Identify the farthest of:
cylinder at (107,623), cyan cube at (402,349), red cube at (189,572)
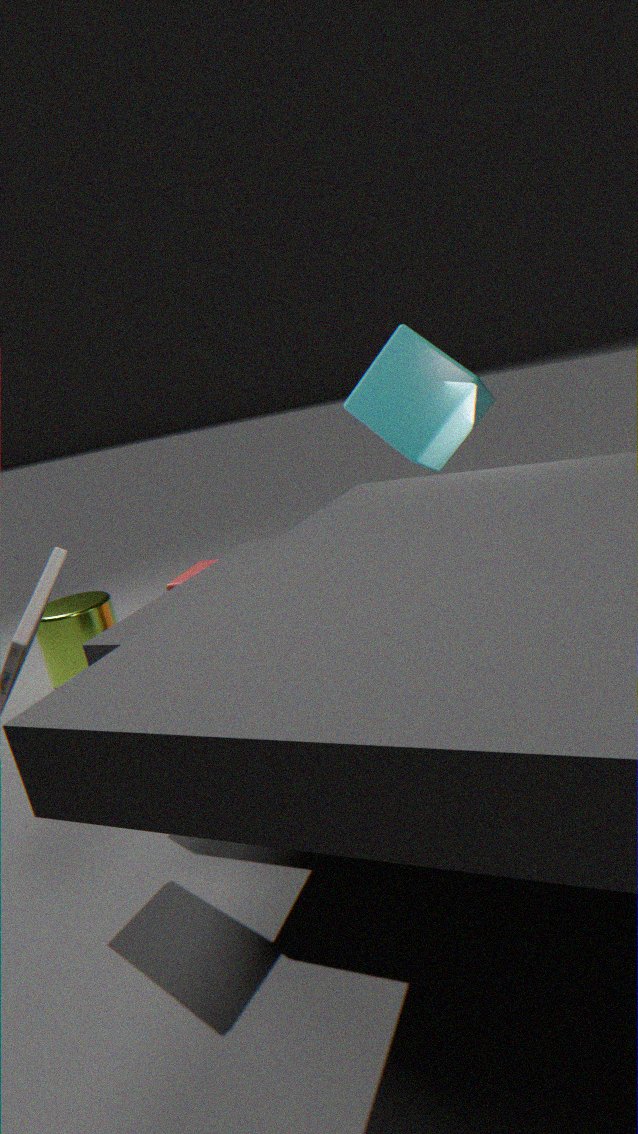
red cube at (189,572)
